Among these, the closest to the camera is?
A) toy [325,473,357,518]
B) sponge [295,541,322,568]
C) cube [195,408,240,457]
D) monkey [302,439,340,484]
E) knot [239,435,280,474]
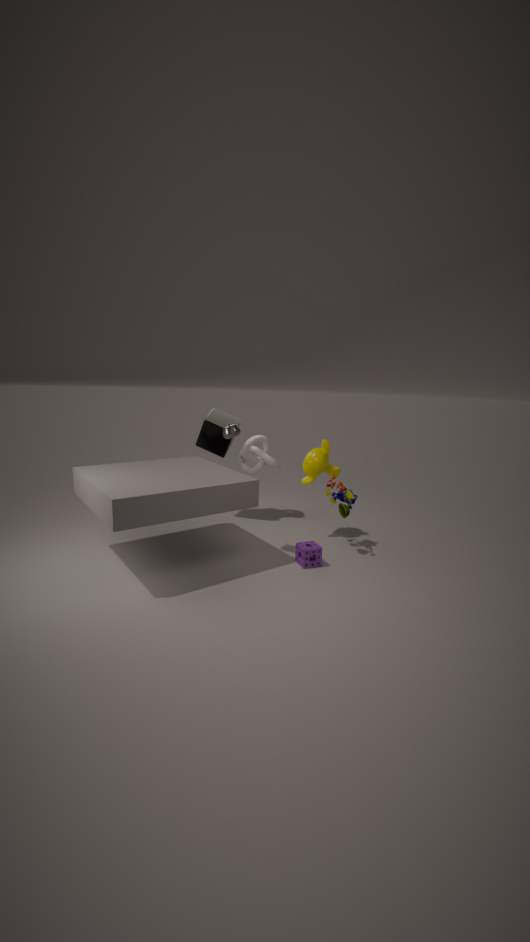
sponge [295,541,322,568]
